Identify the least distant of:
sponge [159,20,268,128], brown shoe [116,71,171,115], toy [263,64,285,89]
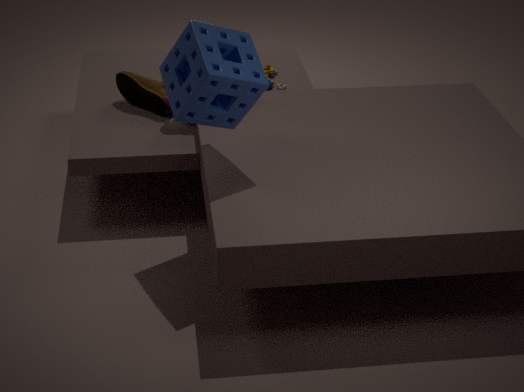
sponge [159,20,268,128]
